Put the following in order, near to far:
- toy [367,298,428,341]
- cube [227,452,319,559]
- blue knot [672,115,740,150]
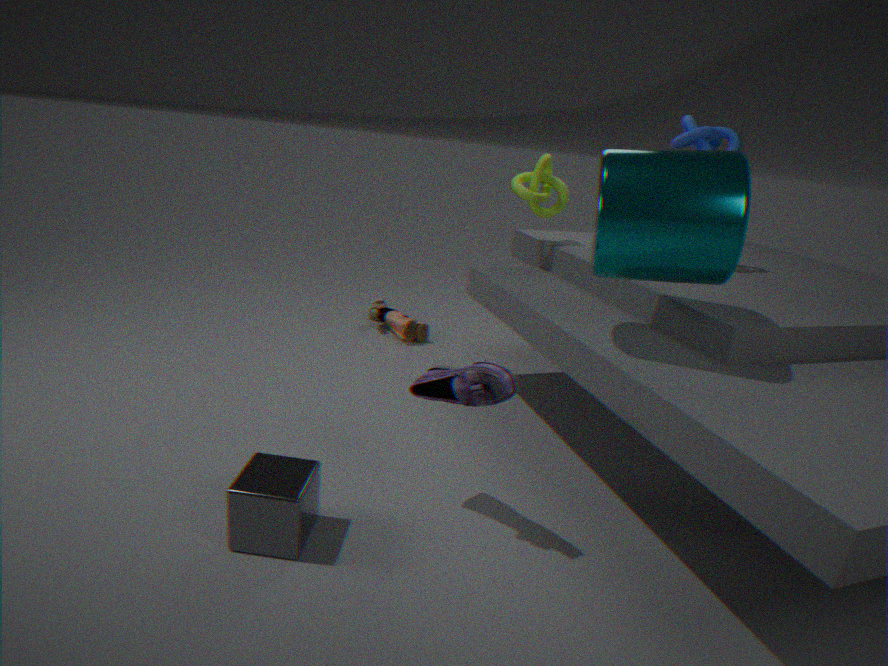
cube [227,452,319,559] → blue knot [672,115,740,150] → toy [367,298,428,341]
